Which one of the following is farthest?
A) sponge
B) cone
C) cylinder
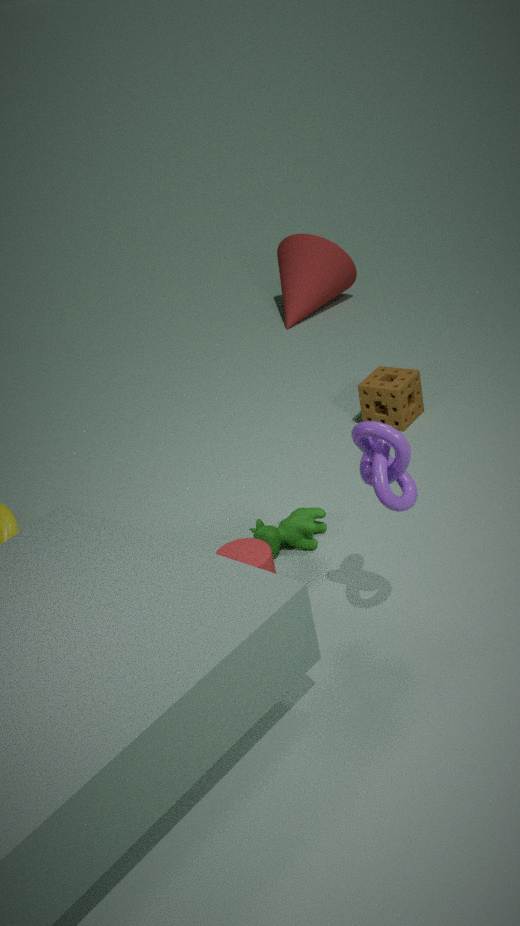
cone
